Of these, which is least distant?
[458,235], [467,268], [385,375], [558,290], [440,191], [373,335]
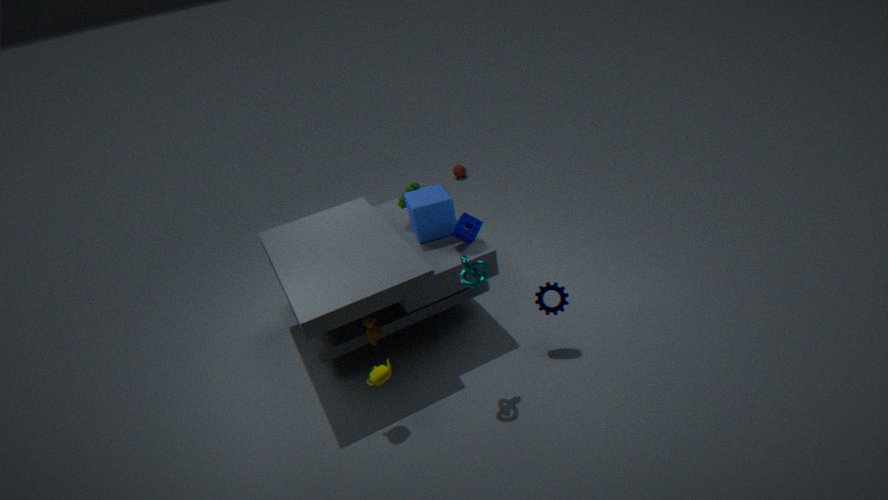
[467,268]
